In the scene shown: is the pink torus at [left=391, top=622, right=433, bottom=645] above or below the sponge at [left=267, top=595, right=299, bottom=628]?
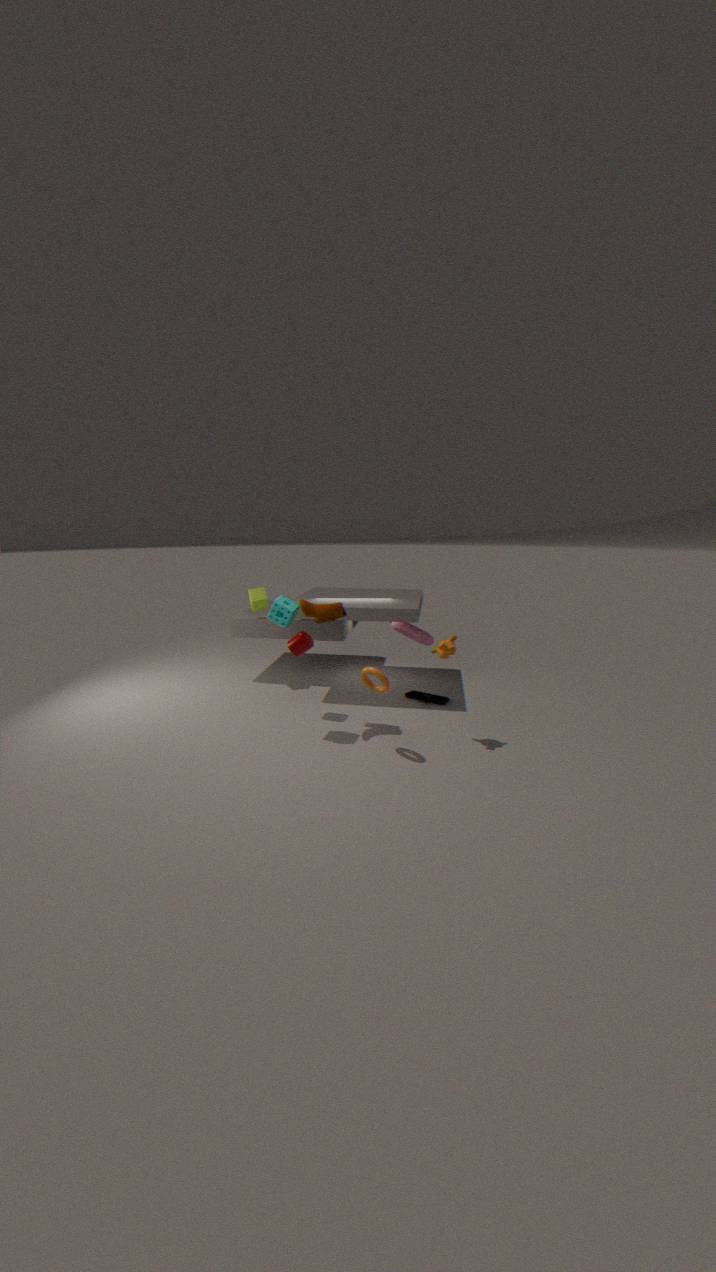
below
